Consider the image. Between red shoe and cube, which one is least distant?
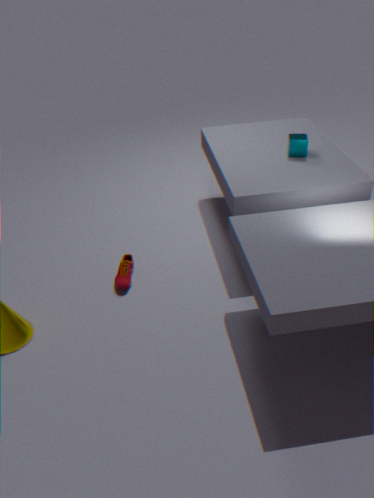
red shoe
